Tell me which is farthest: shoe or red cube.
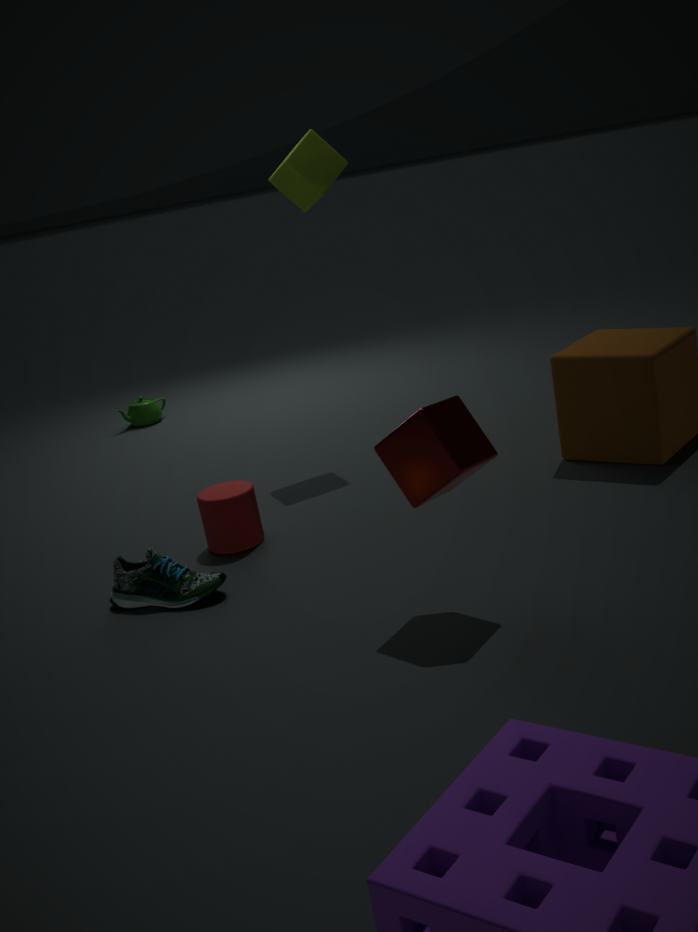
shoe
